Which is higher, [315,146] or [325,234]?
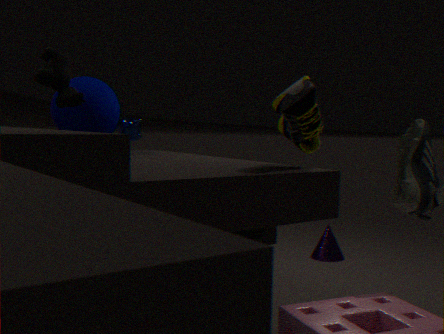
[315,146]
